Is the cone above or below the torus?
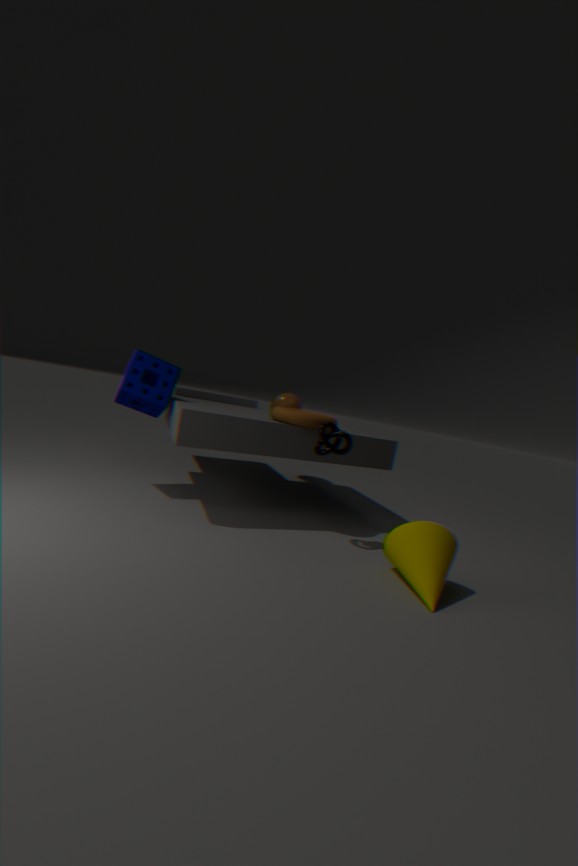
below
